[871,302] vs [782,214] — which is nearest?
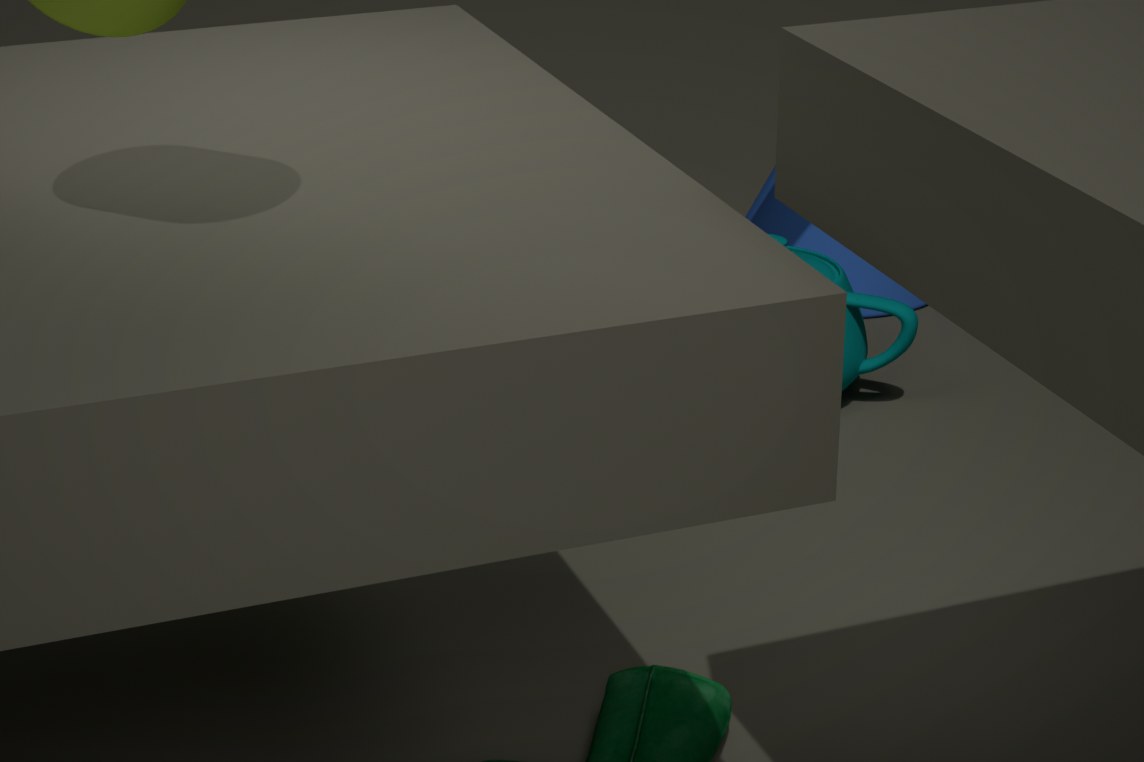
[871,302]
